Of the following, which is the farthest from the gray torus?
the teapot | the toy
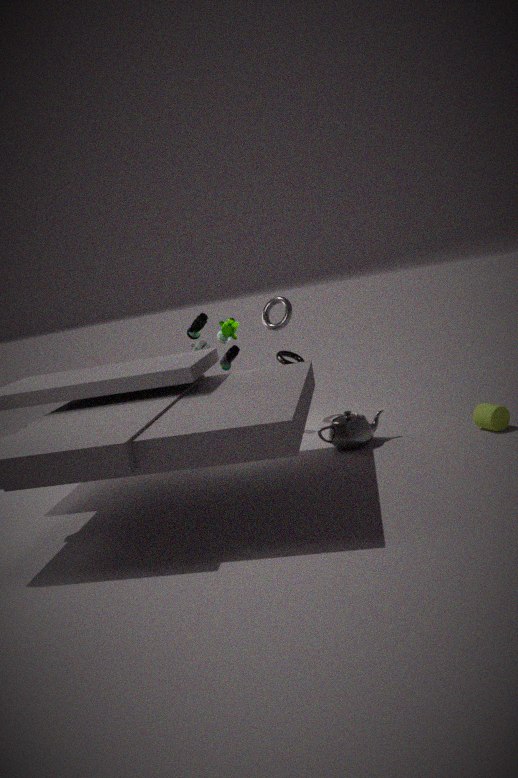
the teapot
